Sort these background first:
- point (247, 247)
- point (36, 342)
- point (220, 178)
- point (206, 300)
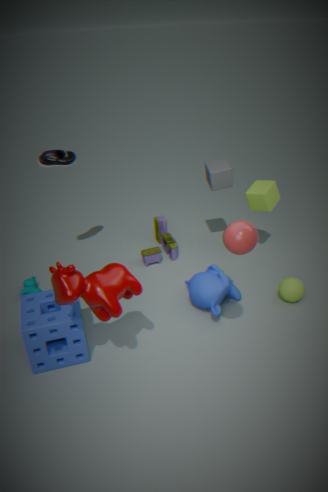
1. point (220, 178)
2. point (206, 300)
3. point (36, 342)
4. point (247, 247)
